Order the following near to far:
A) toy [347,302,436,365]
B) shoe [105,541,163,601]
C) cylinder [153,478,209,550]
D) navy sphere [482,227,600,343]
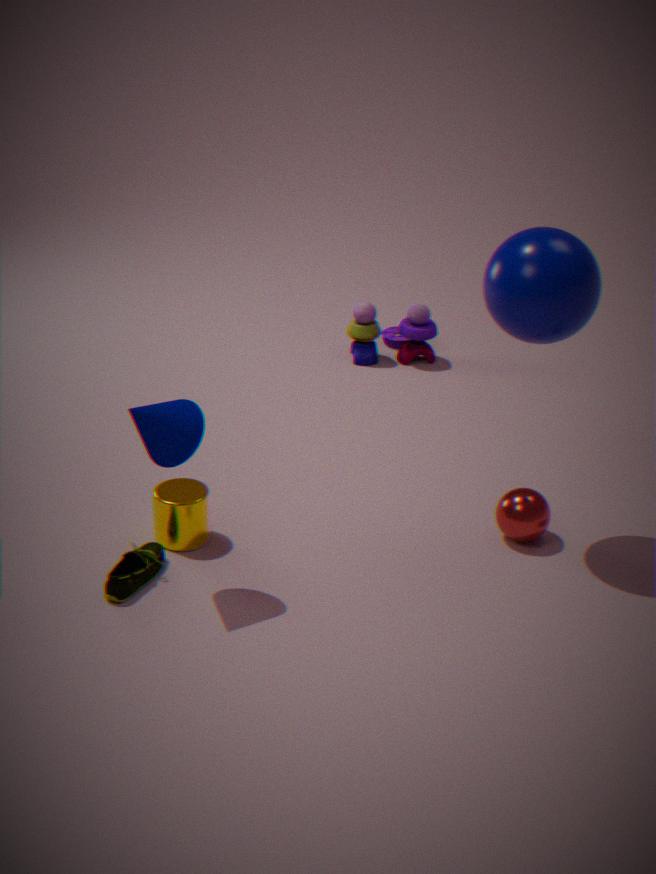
navy sphere [482,227,600,343]
shoe [105,541,163,601]
cylinder [153,478,209,550]
toy [347,302,436,365]
